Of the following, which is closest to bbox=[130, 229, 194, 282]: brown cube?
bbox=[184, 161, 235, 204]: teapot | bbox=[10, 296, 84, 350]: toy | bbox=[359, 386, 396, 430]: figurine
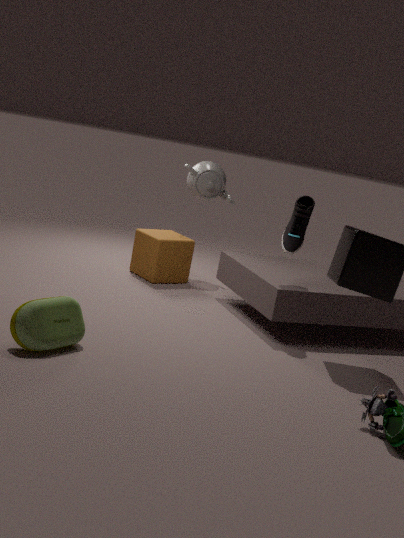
bbox=[184, 161, 235, 204]: teapot
